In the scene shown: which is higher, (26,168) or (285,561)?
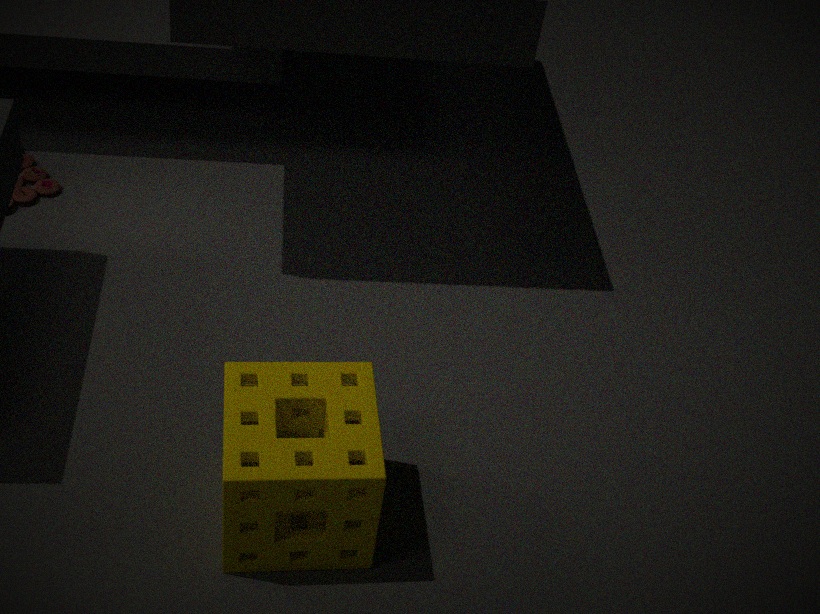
(285,561)
